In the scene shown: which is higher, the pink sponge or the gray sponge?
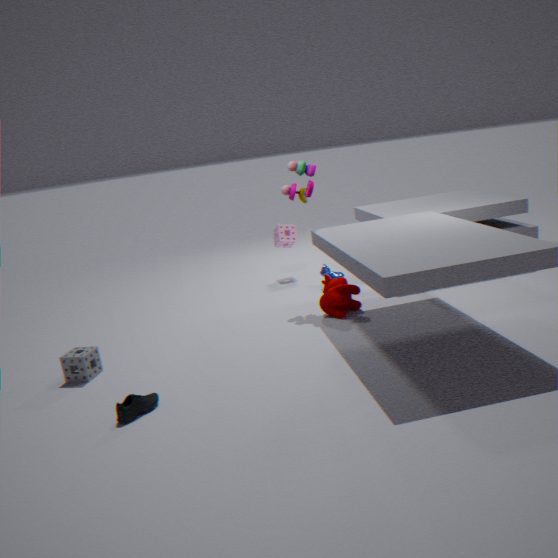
the pink sponge
